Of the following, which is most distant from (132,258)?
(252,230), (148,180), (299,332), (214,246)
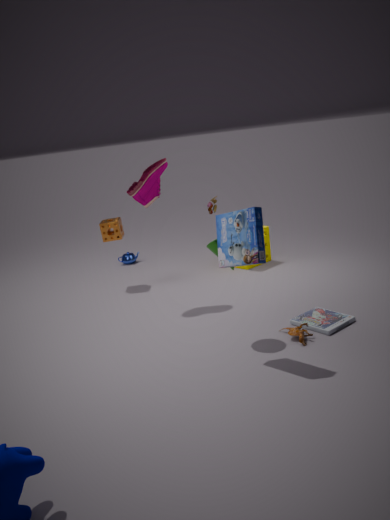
(252,230)
